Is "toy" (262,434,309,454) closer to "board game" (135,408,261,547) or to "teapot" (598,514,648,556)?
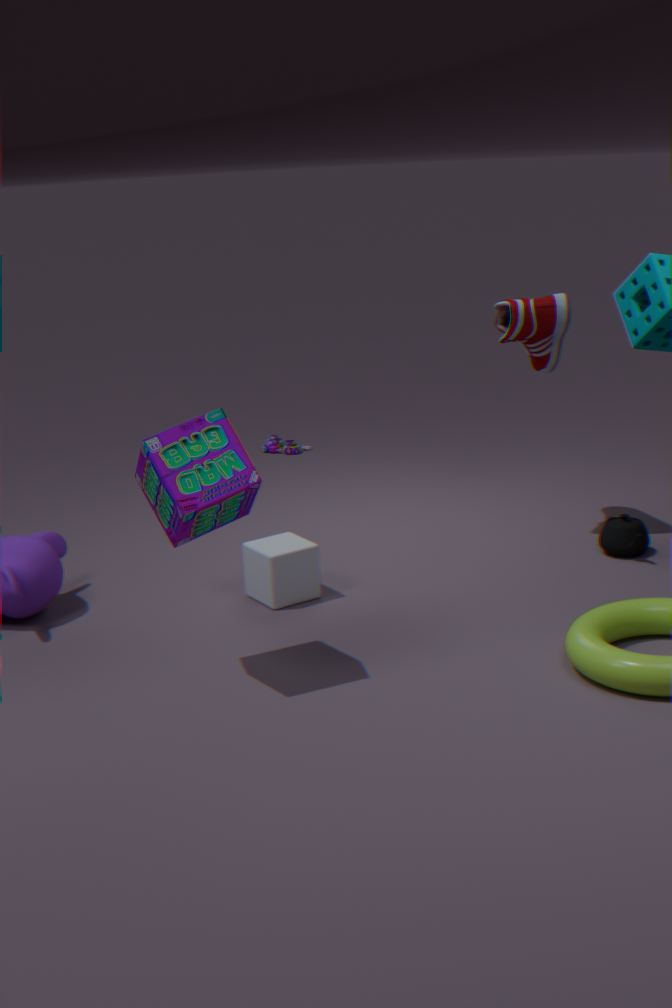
"teapot" (598,514,648,556)
